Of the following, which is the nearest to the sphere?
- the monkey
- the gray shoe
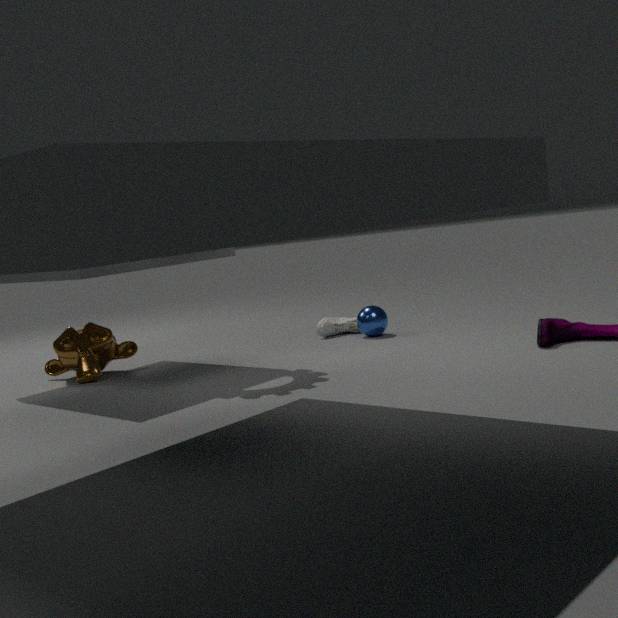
the gray shoe
